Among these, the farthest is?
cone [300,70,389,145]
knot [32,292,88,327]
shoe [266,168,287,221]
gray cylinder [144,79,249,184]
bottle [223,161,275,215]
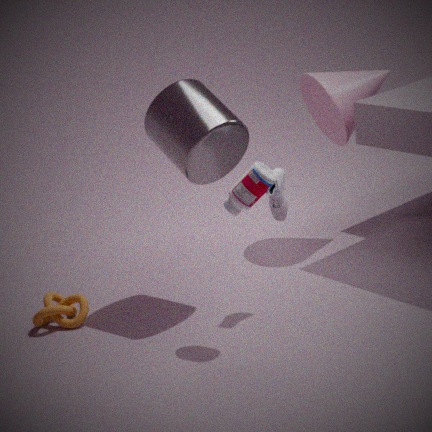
cone [300,70,389,145]
